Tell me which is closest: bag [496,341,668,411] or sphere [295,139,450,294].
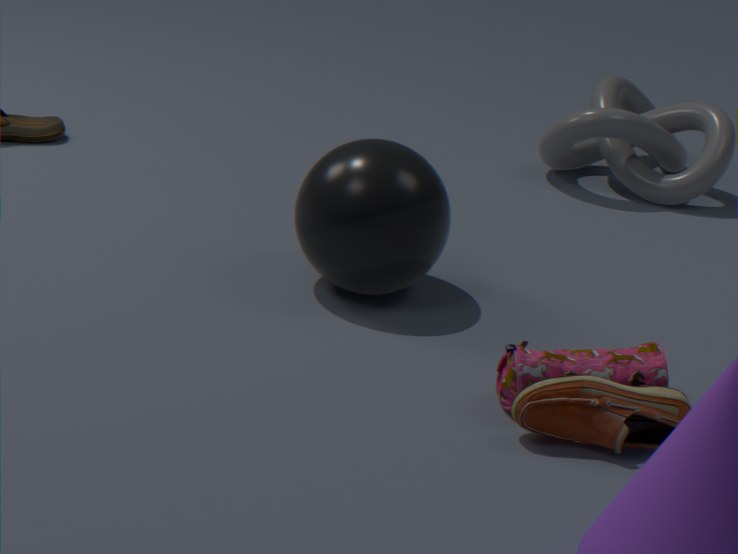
bag [496,341,668,411]
